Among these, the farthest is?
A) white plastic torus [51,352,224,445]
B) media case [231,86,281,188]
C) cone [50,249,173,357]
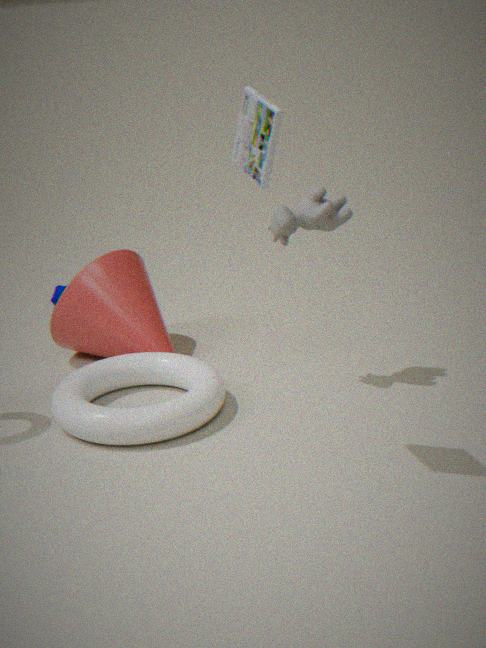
cone [50,249,173,357]
